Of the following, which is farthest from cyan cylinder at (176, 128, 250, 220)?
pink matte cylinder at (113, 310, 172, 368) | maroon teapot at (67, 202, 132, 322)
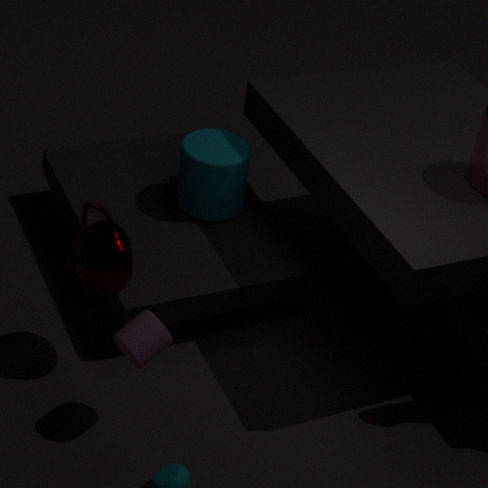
pink matte cylinder at (113, 310, 172, 368)
